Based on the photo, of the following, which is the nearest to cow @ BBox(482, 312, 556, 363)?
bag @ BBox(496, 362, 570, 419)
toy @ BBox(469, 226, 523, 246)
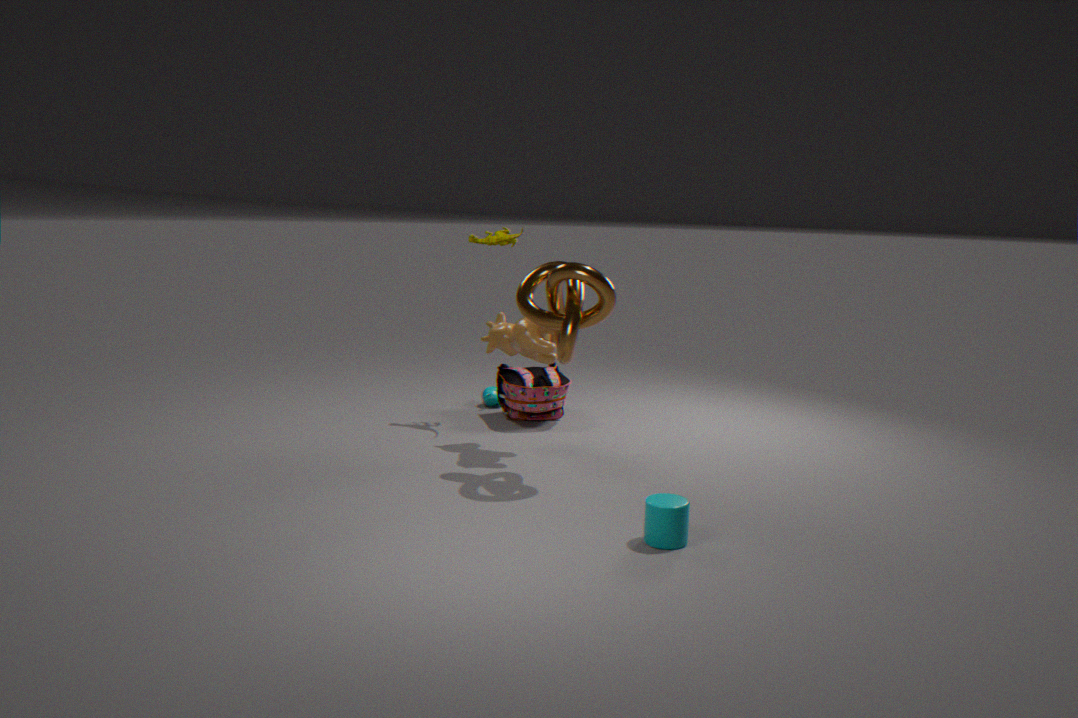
bag @ BBox(496, 362, 570, 419)
